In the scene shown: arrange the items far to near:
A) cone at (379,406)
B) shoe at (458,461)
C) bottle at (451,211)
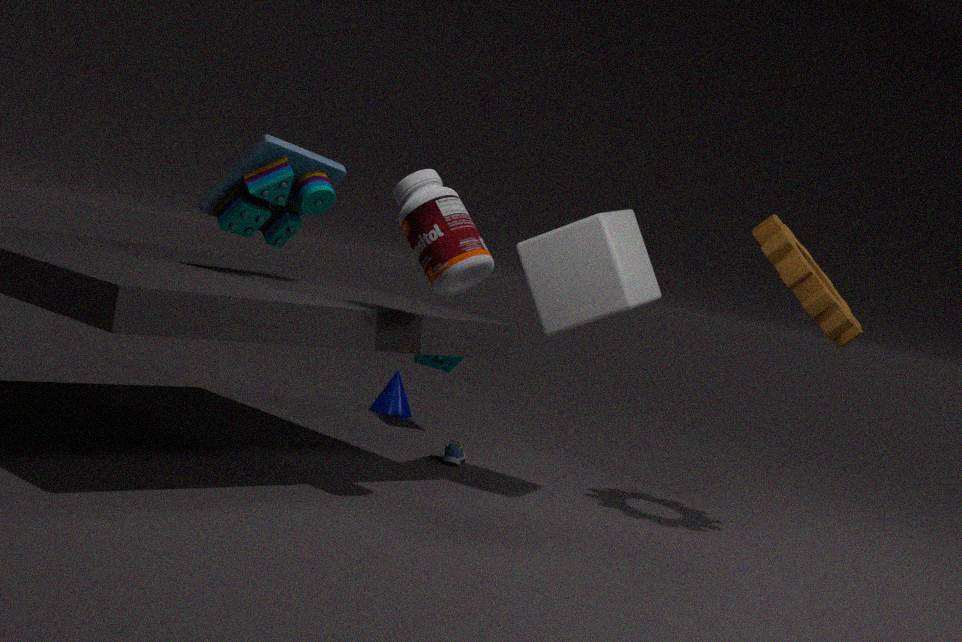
1. cone at (379,406)
2. shoe at (458,461)
3. bottle at (451,211)
